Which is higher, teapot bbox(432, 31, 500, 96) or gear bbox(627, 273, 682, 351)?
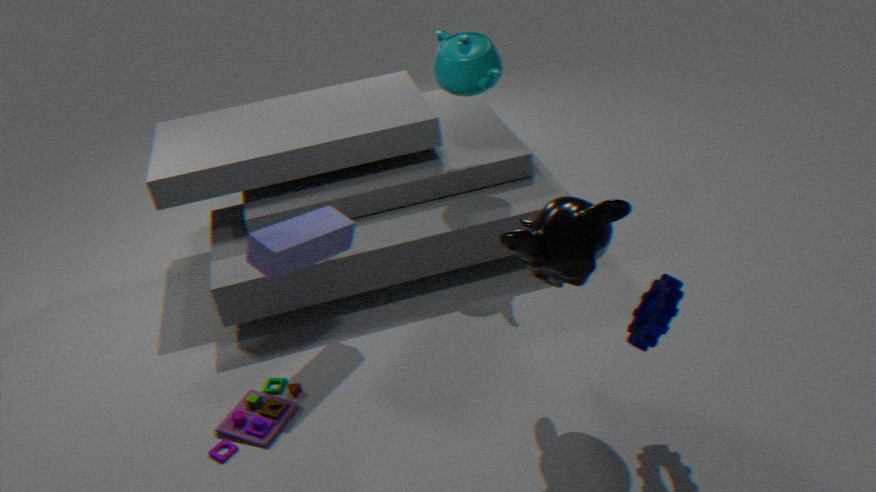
teapot bbox(432, 31, 500, 96)
